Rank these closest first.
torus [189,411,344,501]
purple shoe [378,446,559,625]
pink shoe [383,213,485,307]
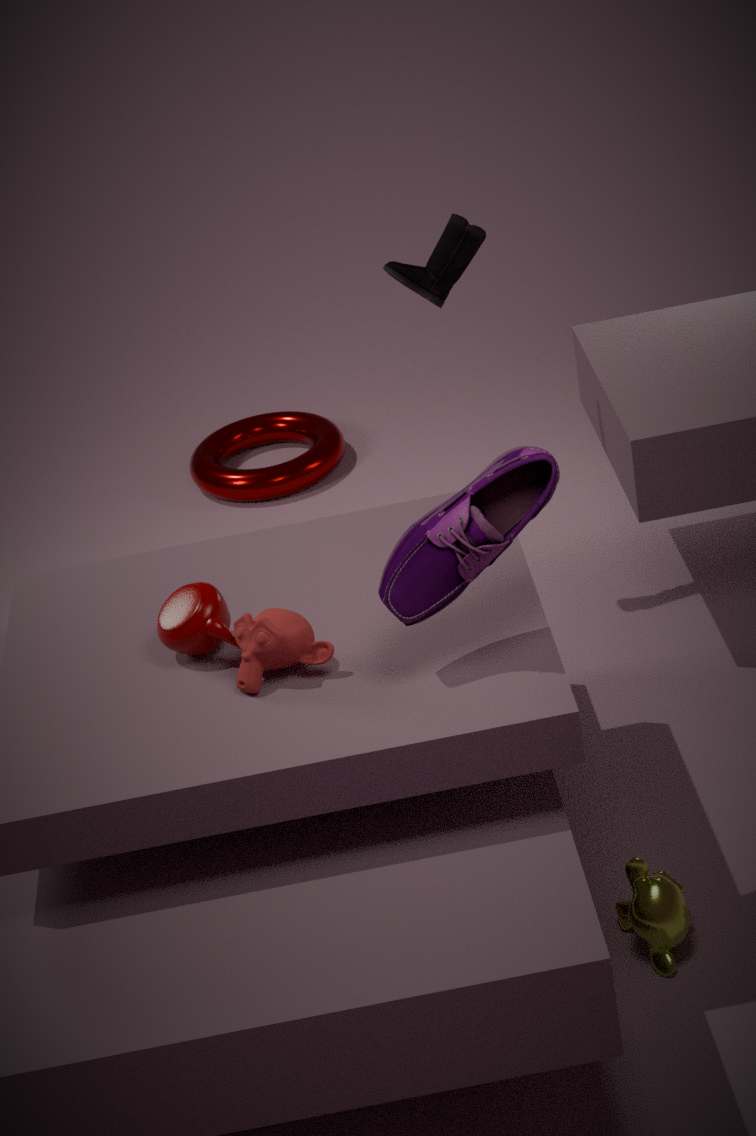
purple shoe [378,446,559,625]
pink shoe [383,213,485,307]
torus [189,411,344,501]
